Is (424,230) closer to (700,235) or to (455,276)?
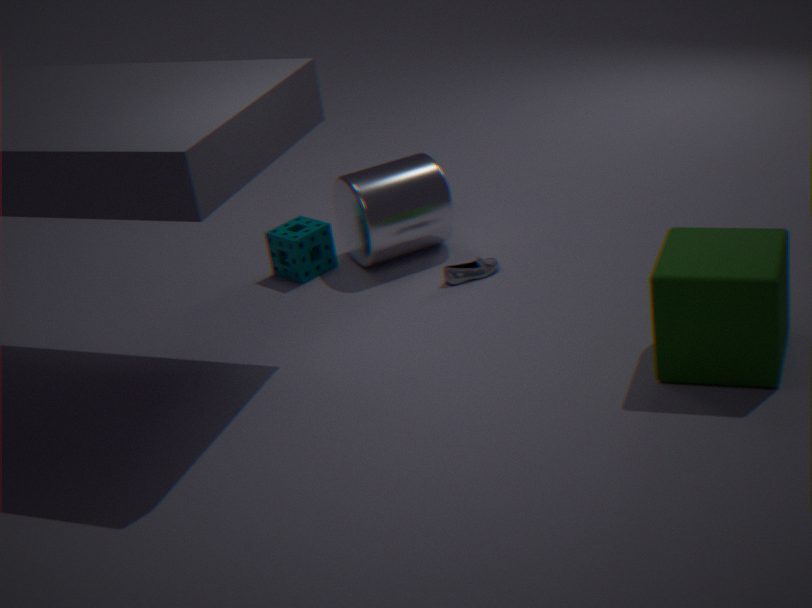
(455,276)
